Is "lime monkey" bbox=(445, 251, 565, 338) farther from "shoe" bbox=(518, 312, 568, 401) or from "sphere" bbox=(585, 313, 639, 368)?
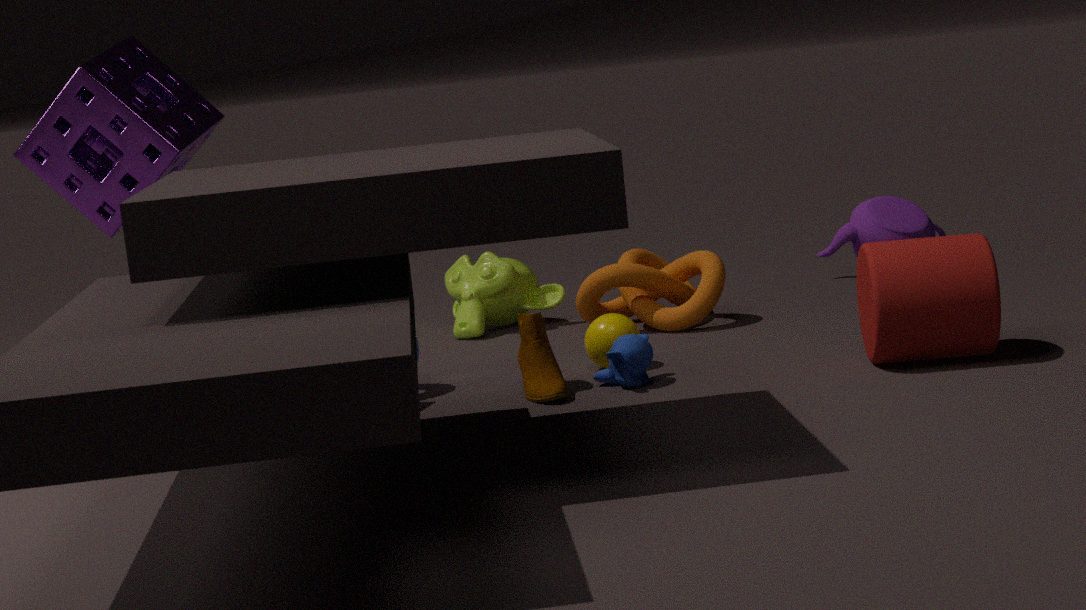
"shoe" bbox=(518, 312, 568, 401)
